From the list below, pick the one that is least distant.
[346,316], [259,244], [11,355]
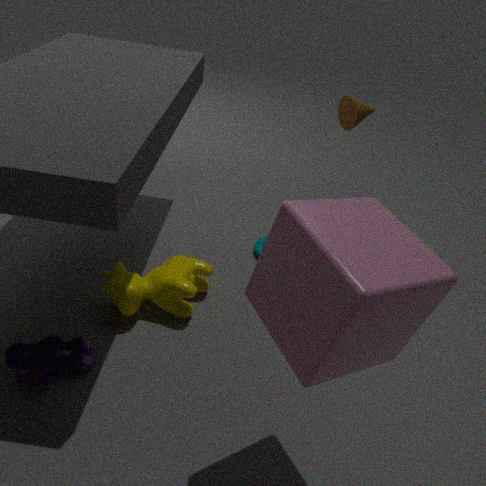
[346,316]
